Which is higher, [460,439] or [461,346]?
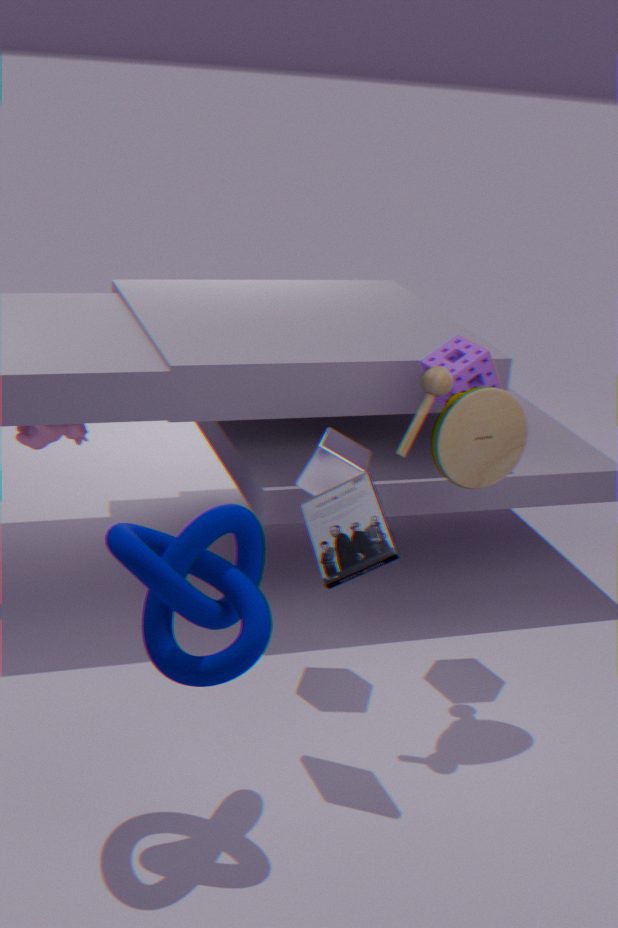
[461,346]
